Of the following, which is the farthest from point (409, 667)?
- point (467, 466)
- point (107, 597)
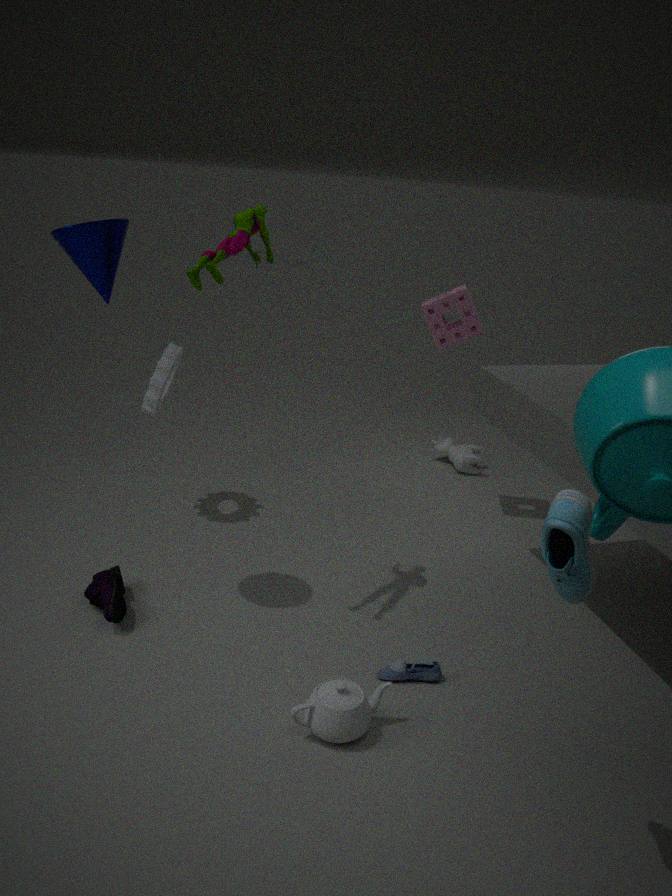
point (467, 466)
